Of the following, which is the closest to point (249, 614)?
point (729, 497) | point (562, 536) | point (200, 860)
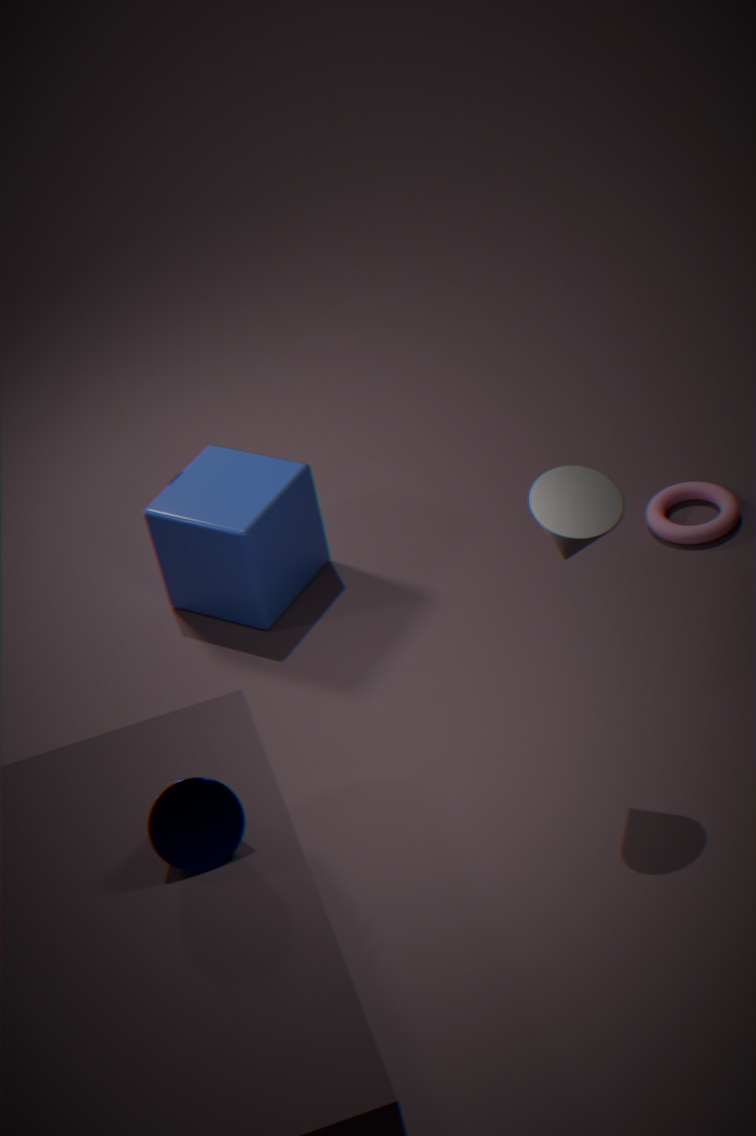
point (729, 497)
